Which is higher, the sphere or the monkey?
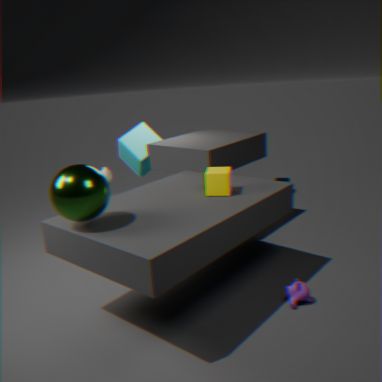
the sphere
